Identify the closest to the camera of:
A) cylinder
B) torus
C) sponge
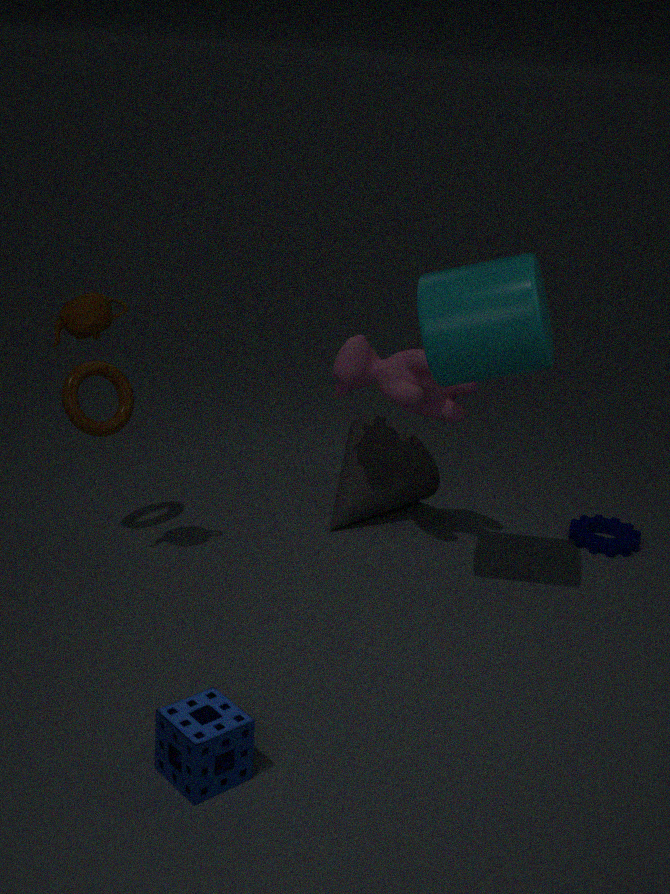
C. sponge
